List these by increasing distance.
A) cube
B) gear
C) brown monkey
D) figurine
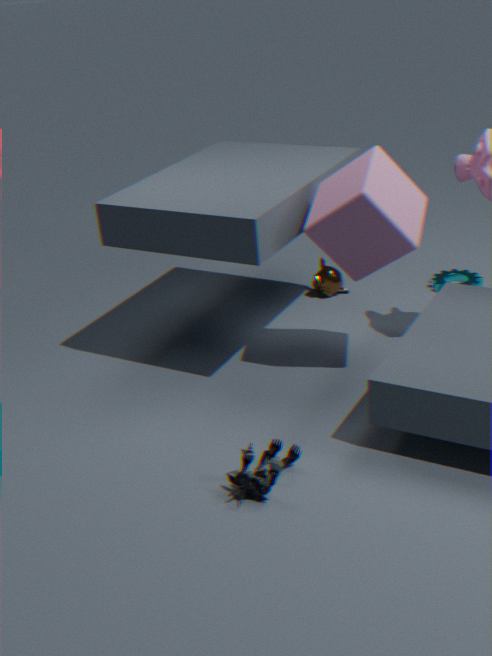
1. figurine
2. cube
3. gear
4. brown monkey
